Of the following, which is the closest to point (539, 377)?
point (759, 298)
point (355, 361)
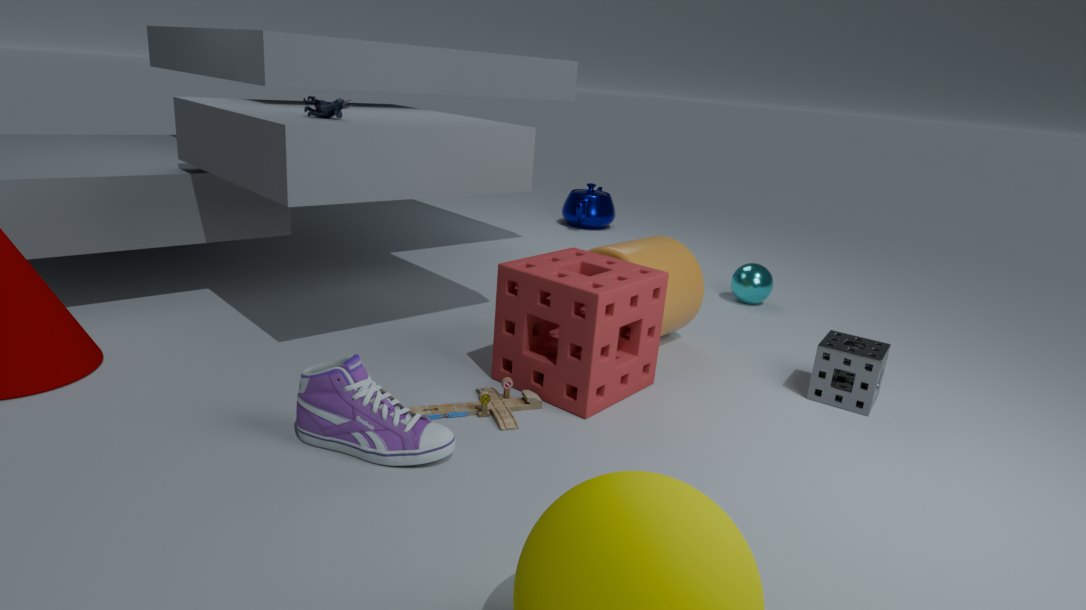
point (355, 361)
